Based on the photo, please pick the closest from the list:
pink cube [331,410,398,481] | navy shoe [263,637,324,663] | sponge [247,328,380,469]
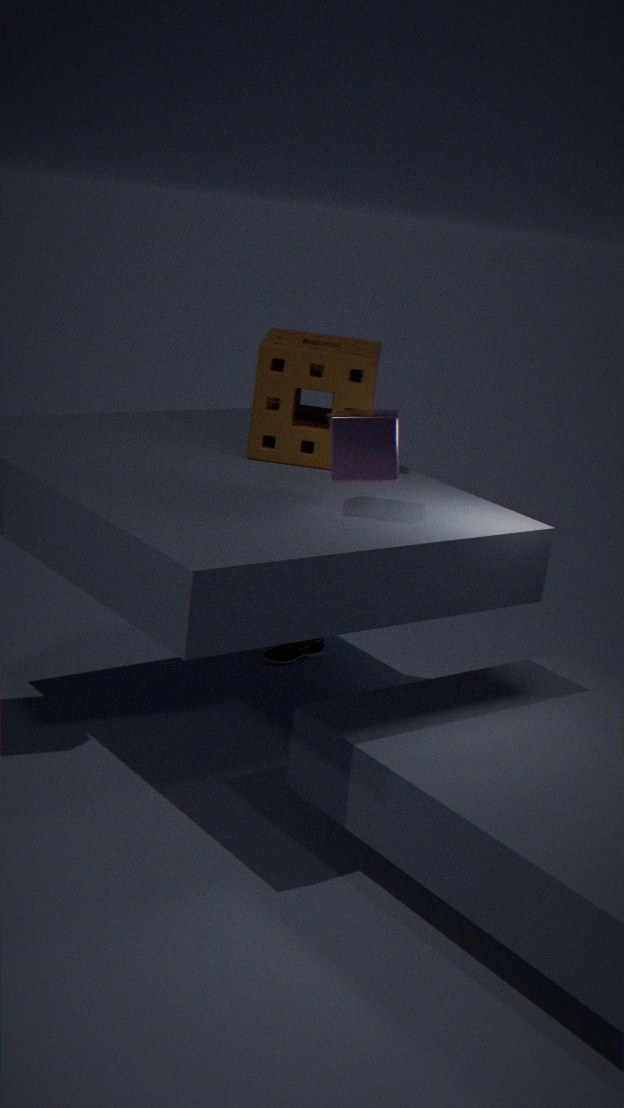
pink cube [331,410,398,481]
